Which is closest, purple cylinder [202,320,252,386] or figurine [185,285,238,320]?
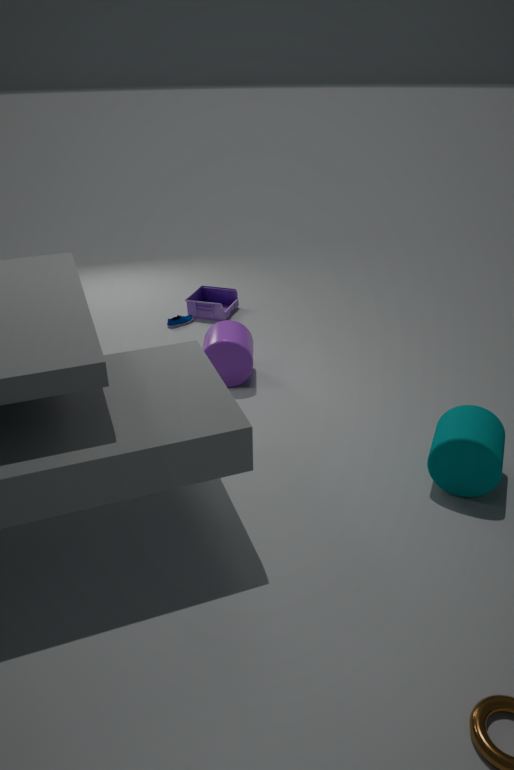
purple cylinder [202,320,252,386]
